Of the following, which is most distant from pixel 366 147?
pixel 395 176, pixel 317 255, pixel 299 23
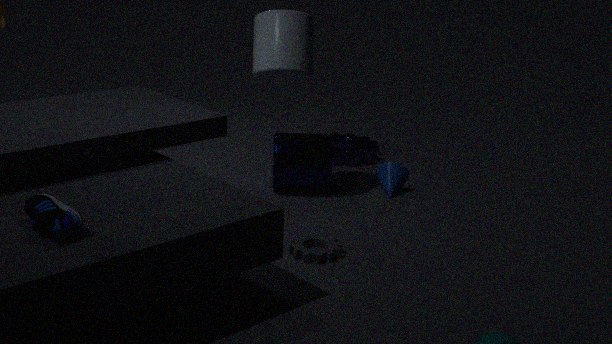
pixel 317 255
